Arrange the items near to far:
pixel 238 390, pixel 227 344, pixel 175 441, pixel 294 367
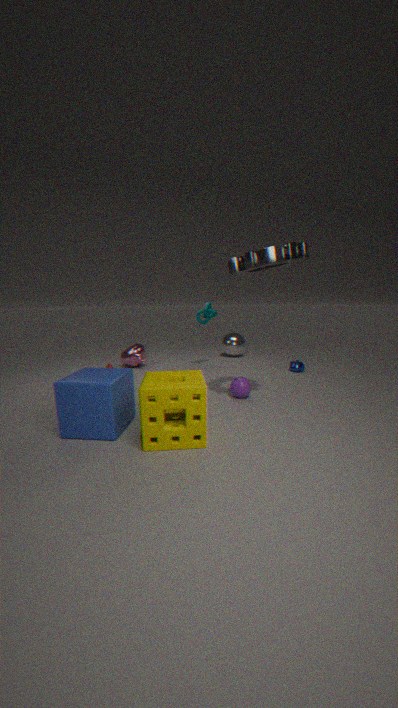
pixel 175 441 → pixel 238 390 → pixel 294 367 → pixel 227 344
